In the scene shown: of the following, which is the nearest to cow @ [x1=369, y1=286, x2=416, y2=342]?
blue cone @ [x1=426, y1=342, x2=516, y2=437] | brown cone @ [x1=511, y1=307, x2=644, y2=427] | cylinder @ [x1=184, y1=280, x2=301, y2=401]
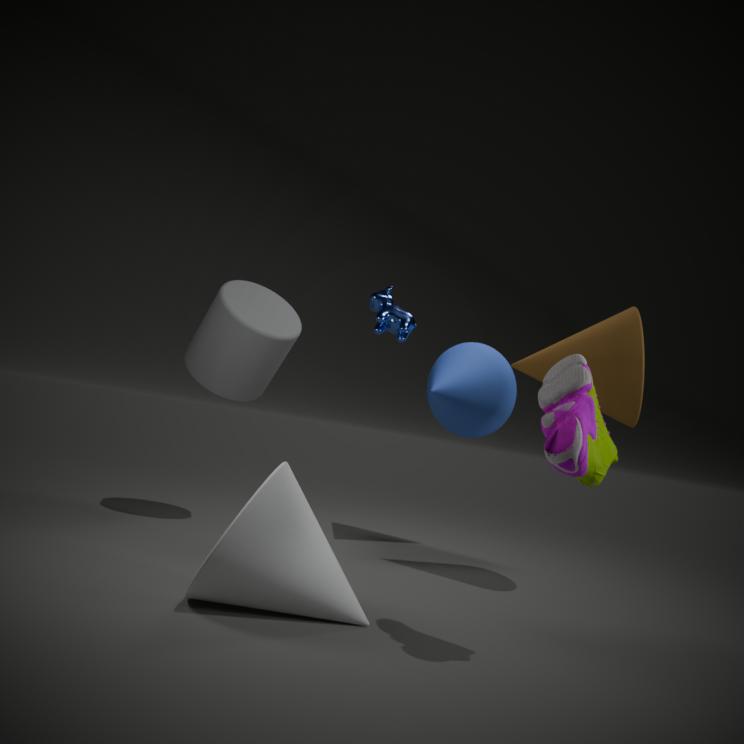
blue cone @ [x1=426, y1=342, x2=516, y2=437]
